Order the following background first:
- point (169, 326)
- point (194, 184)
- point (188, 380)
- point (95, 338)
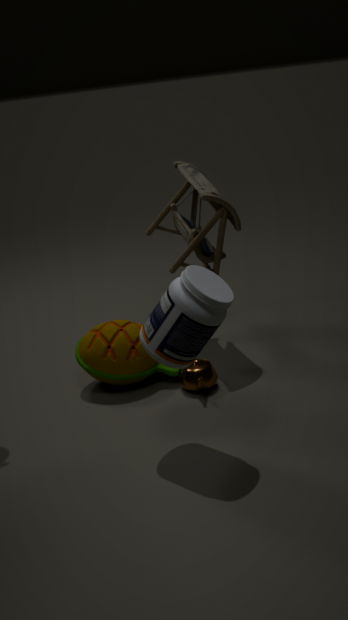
point (194, 184) < point (95, 338) < point (188, 380) < point (169, 326)
